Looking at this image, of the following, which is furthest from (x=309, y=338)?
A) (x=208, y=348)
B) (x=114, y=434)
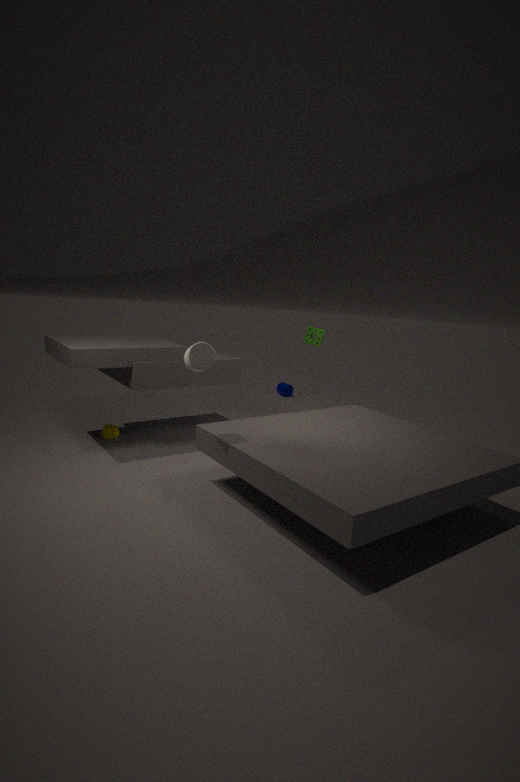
(x=114, y=434)
